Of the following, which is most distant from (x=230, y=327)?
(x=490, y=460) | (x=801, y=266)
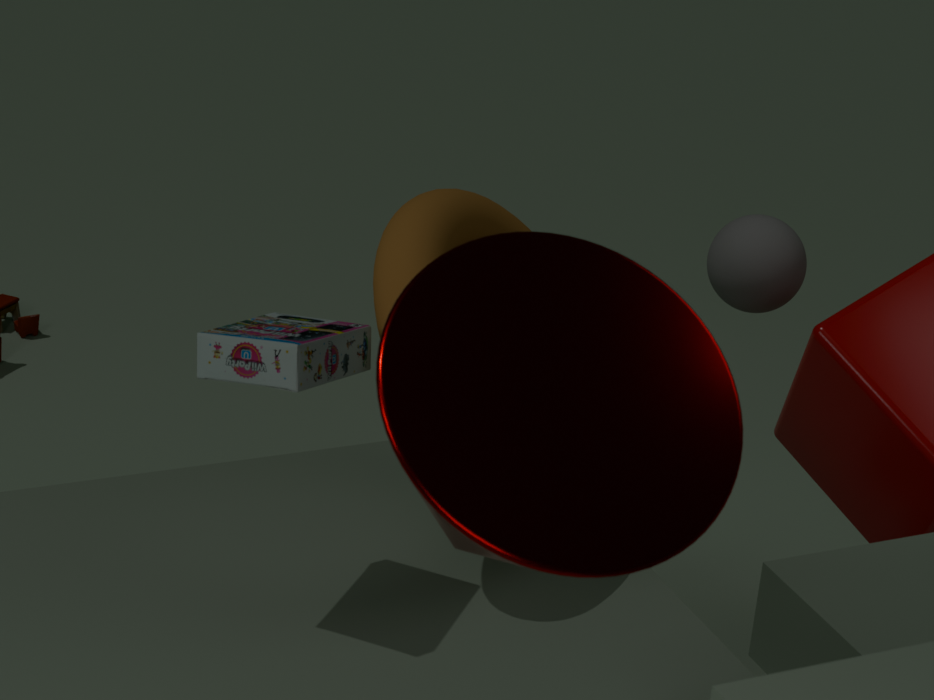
(x=801, y=266)
